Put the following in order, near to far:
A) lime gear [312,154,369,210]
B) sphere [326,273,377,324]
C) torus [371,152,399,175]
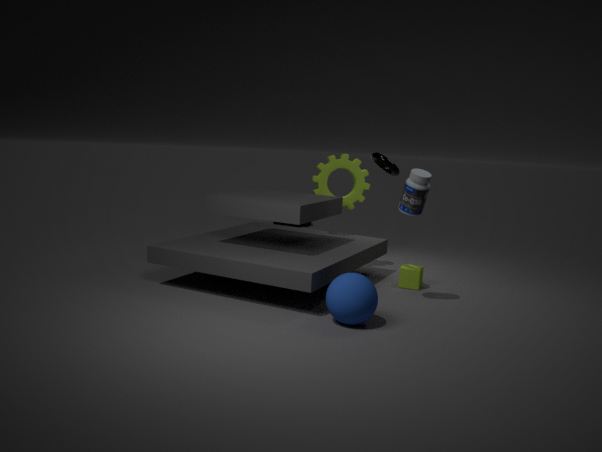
1. sphere [326,273,377,324]
2. torus [371,152,399,175]
3. lime gear [312,154,369,210]
